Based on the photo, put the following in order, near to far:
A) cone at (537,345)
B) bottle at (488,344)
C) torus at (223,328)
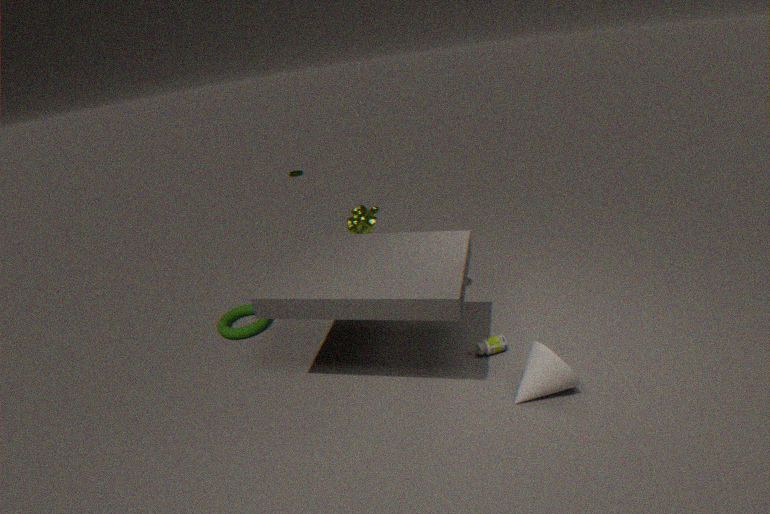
cone at (537,345), bottle at (488,344), torus at (223,328)
